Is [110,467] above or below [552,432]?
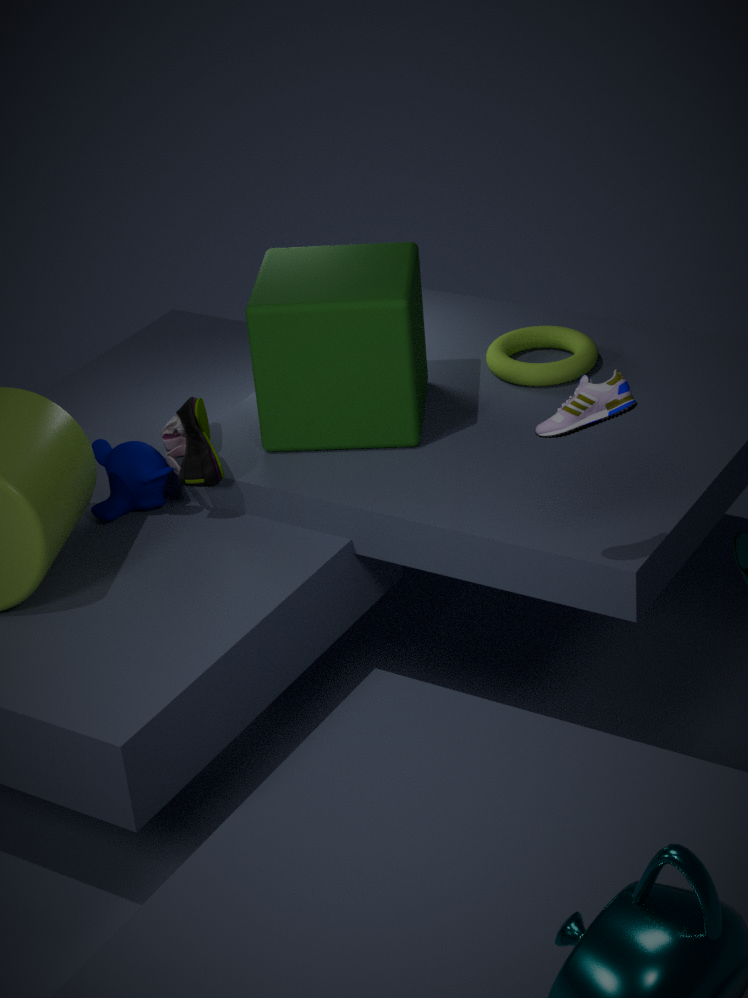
below
